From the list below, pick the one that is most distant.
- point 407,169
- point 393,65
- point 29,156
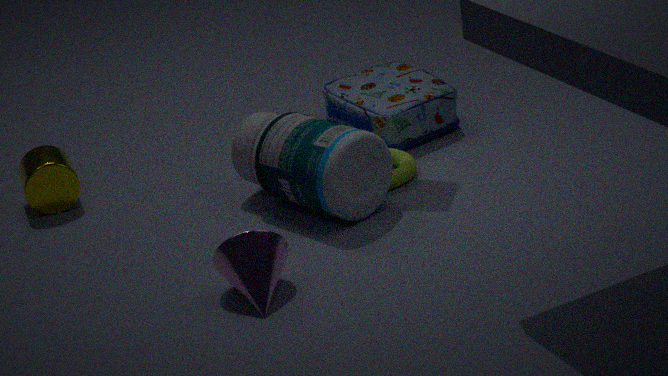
point 393,65
